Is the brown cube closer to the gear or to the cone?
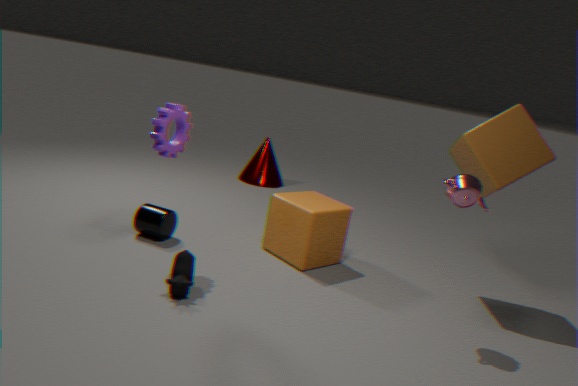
the gear
